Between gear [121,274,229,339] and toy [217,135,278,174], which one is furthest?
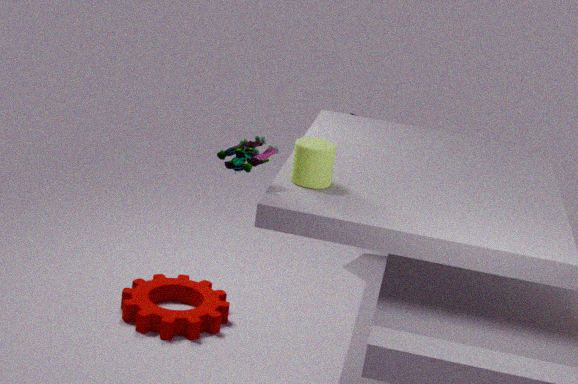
gear [121,274,229,339]
